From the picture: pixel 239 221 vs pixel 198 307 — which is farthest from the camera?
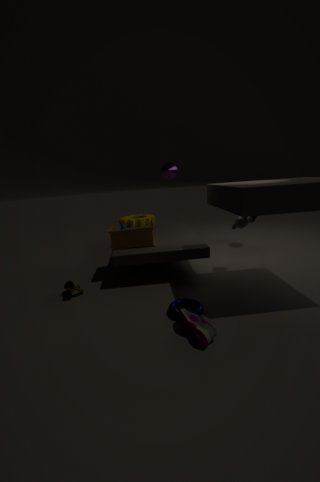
pixel 239 221
